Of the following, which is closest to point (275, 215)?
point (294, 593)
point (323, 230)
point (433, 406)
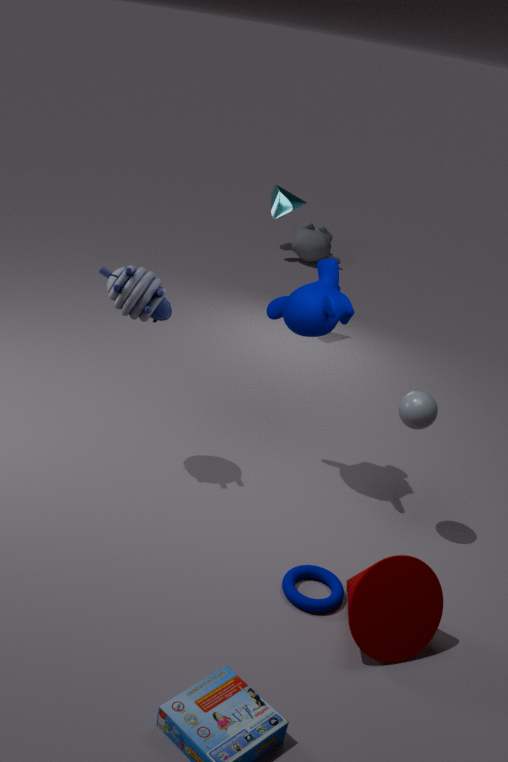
point (323, 230)
